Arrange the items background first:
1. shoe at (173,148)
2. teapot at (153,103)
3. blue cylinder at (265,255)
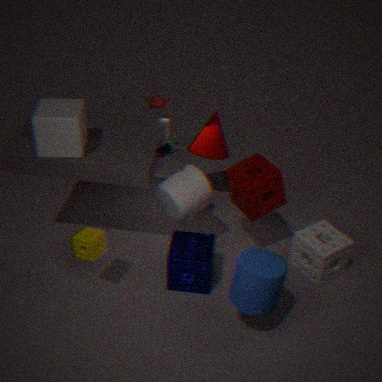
teapot at (153,103), shoe at (173,148), blue cylinder at (265,255)
